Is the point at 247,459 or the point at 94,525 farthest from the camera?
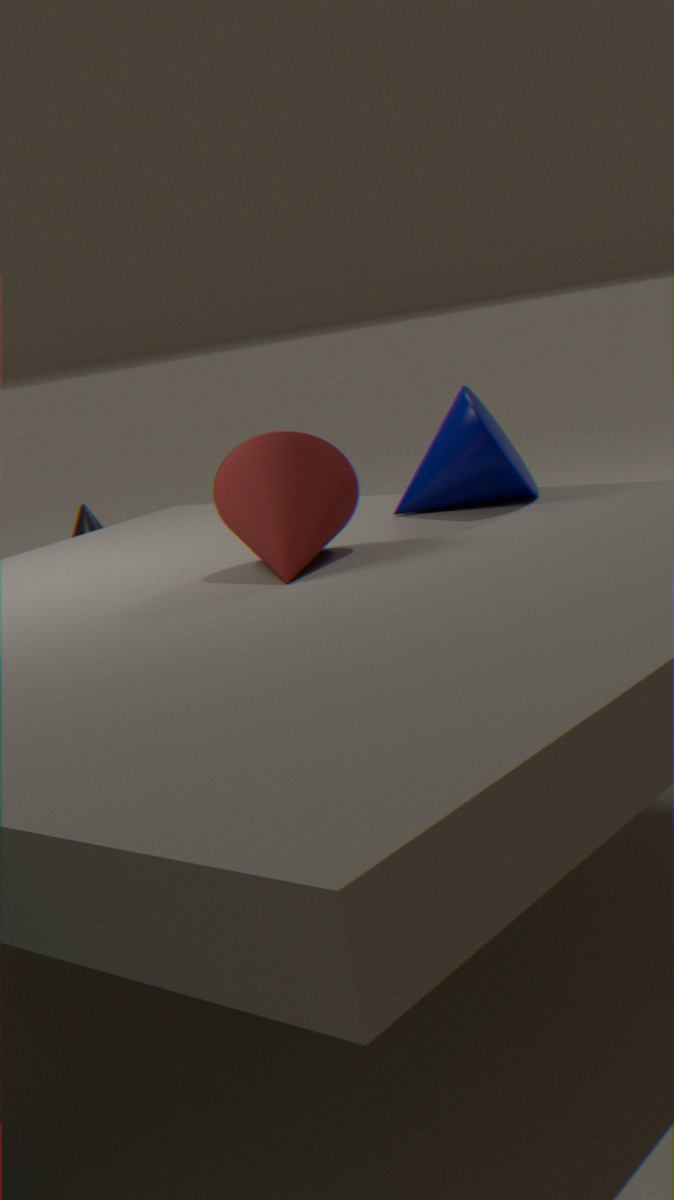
the point at 94,525
